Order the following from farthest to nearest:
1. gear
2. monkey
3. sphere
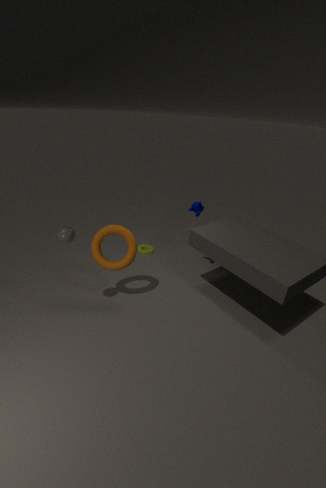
1. gear
2. monkey
3. sphere
